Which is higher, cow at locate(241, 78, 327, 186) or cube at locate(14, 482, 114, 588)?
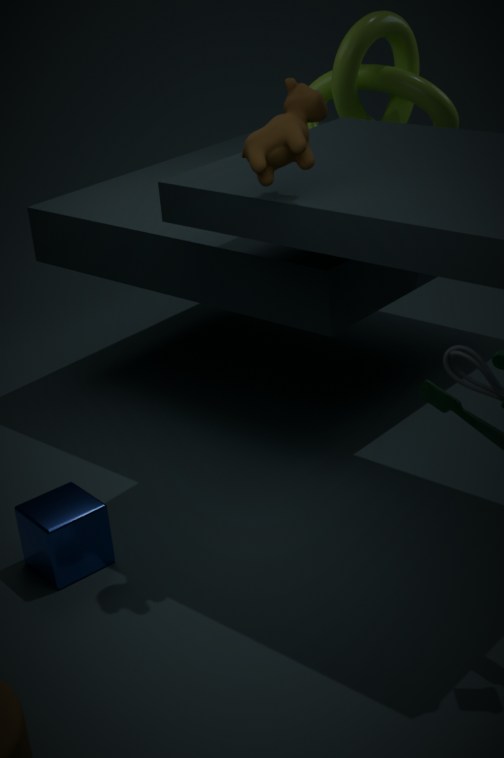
cow at locate(241, 78, 327, 186)
